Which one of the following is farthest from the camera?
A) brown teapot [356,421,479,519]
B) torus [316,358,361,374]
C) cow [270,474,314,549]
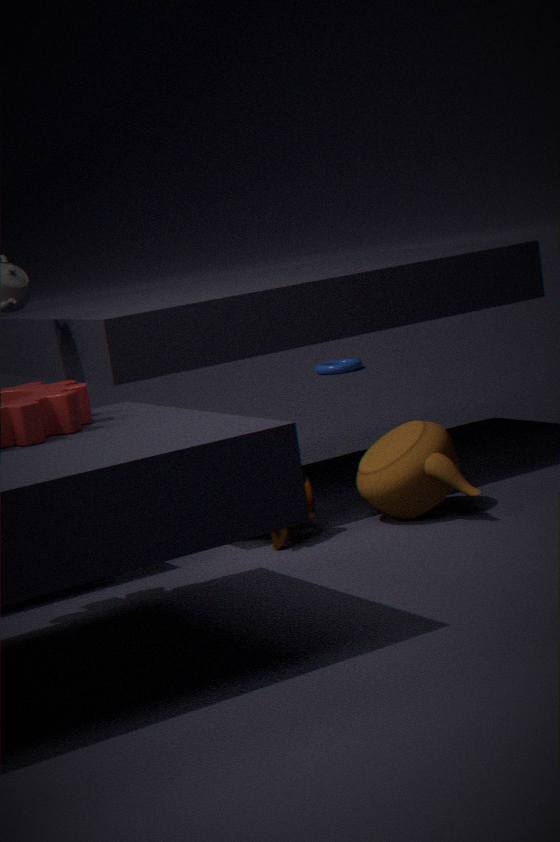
torus [316,358,361,374]
